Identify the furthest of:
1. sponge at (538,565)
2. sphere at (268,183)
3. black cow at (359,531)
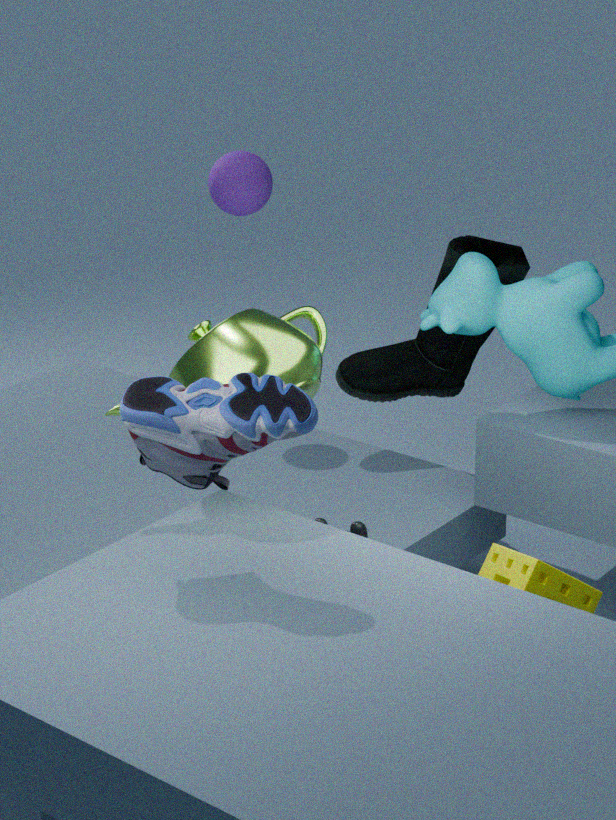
sphere at (268,183)
